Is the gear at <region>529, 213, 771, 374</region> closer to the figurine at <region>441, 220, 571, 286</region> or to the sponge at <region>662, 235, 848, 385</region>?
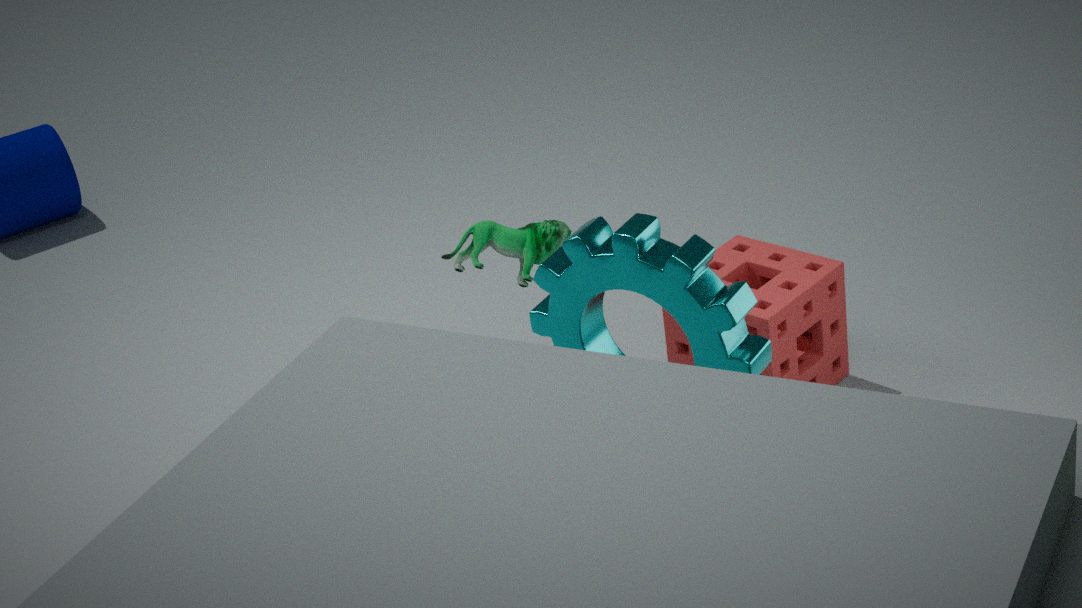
the figurine at <region>441, 220, 571, 286</region>
